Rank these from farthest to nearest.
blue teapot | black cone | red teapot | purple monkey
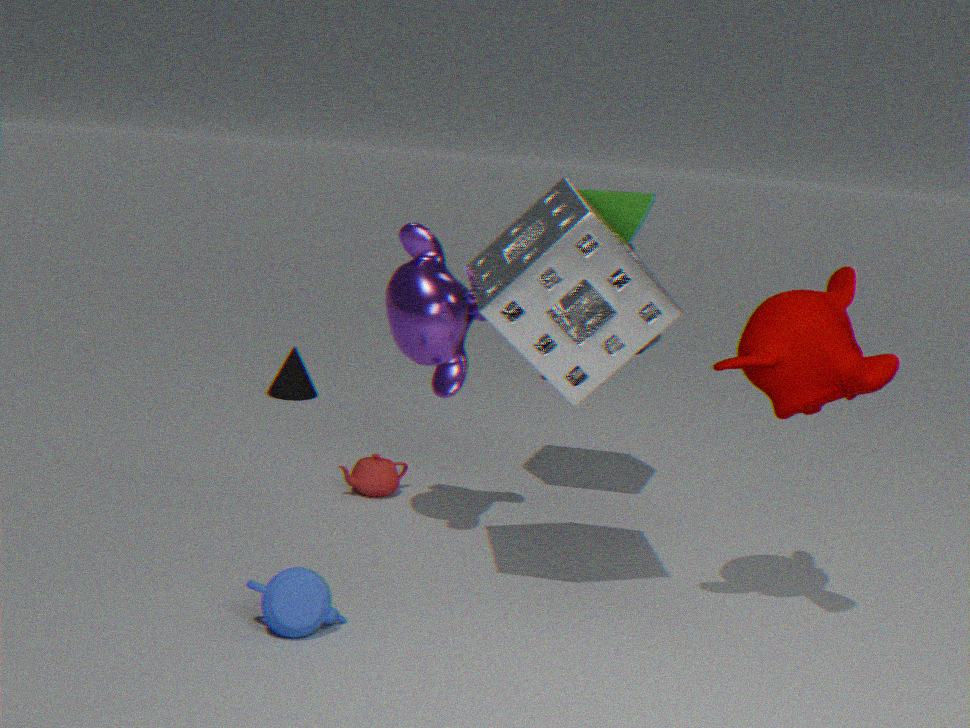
black cone < red teapot < purple monkey < blue teapot
